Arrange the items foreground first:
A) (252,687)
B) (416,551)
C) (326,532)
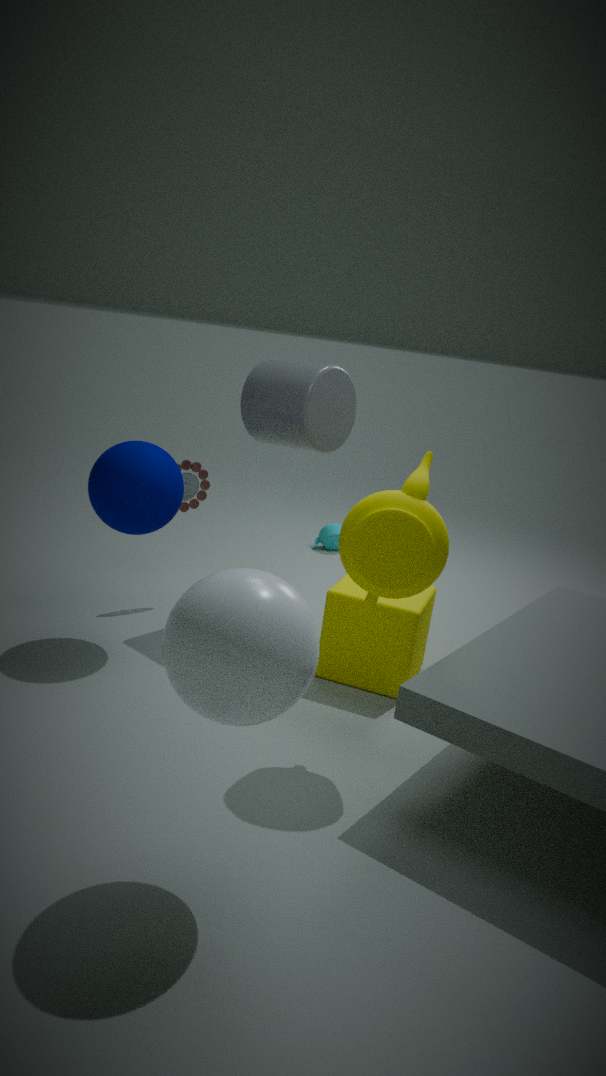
(252,687)
(416,551)
(326,532)
